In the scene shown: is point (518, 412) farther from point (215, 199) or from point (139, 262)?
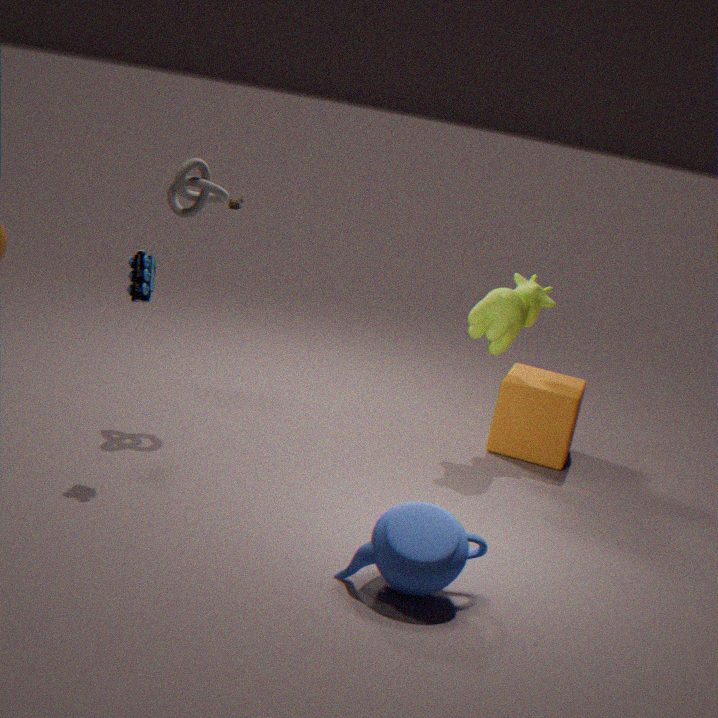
point (139, 262)
